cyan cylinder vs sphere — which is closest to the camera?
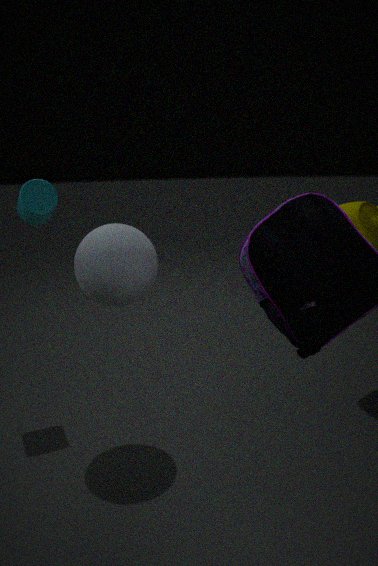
sphere
